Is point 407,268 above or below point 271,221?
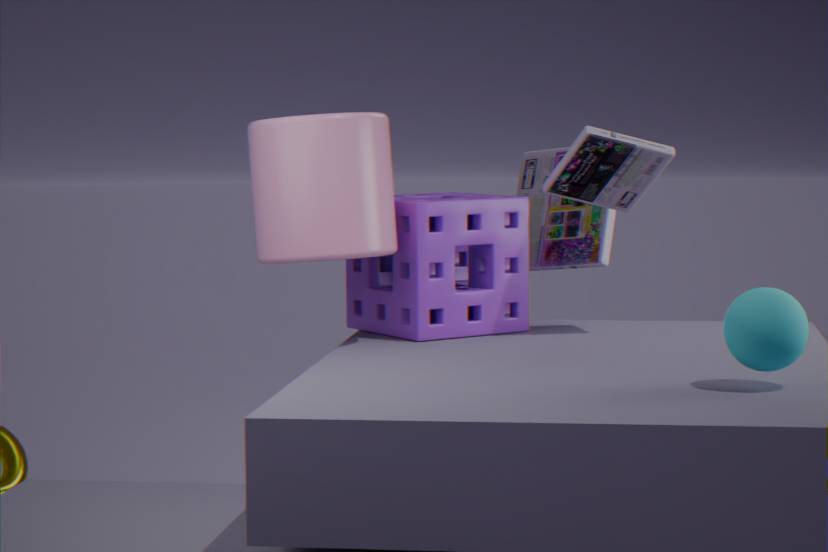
below
